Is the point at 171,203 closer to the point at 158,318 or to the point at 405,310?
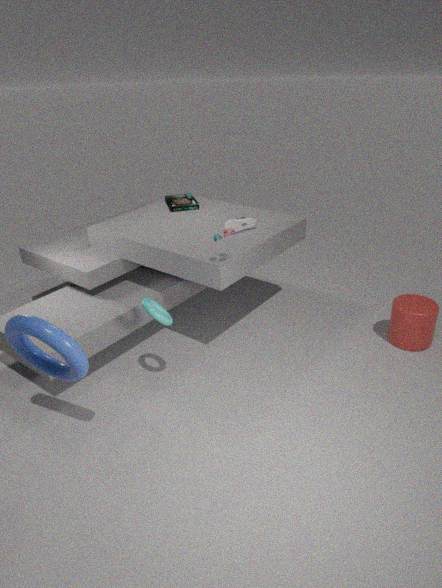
the point at 158,318
